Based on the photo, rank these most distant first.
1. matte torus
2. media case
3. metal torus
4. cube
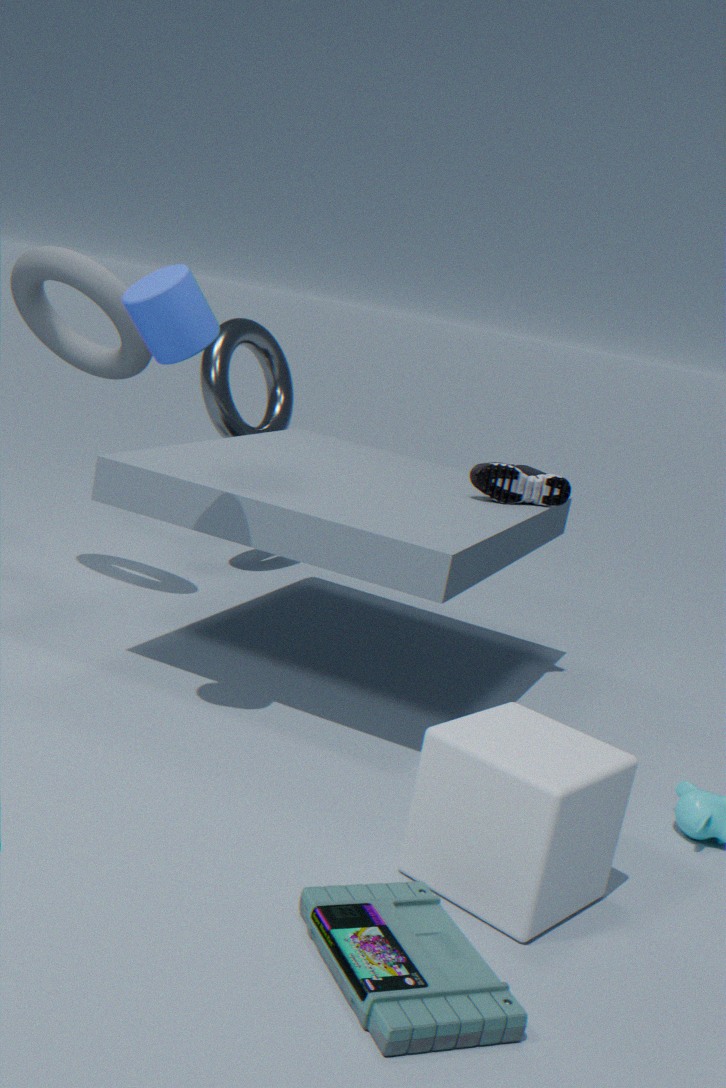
metal torus, matte torus, cube, media case
